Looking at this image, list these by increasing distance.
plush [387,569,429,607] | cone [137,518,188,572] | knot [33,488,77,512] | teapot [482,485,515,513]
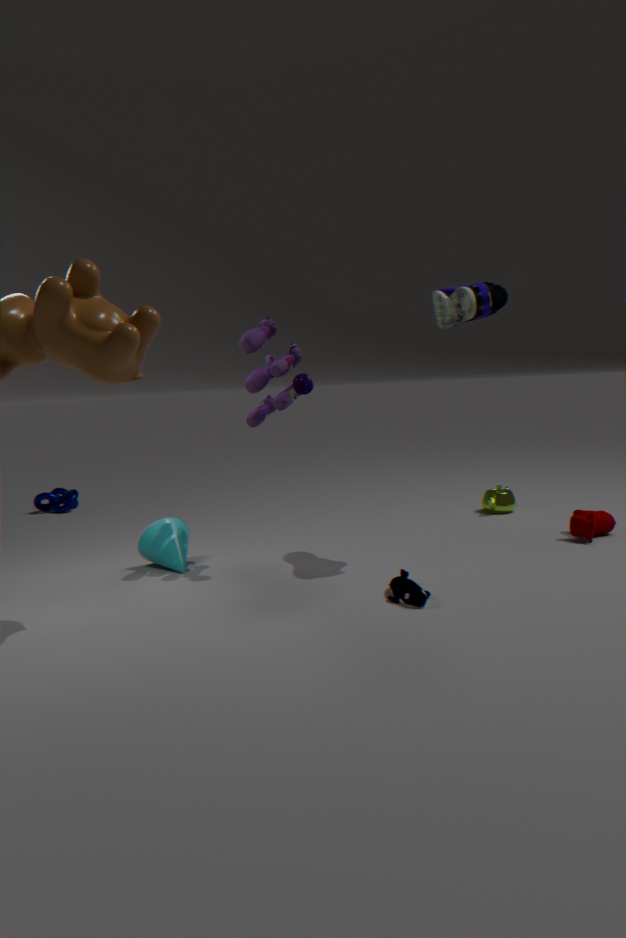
1. plush [387,569,429,607]
2. cone [137,518,188,572]
3. teapot [482,485,515,513]
4. knot [33,488,77,512]
